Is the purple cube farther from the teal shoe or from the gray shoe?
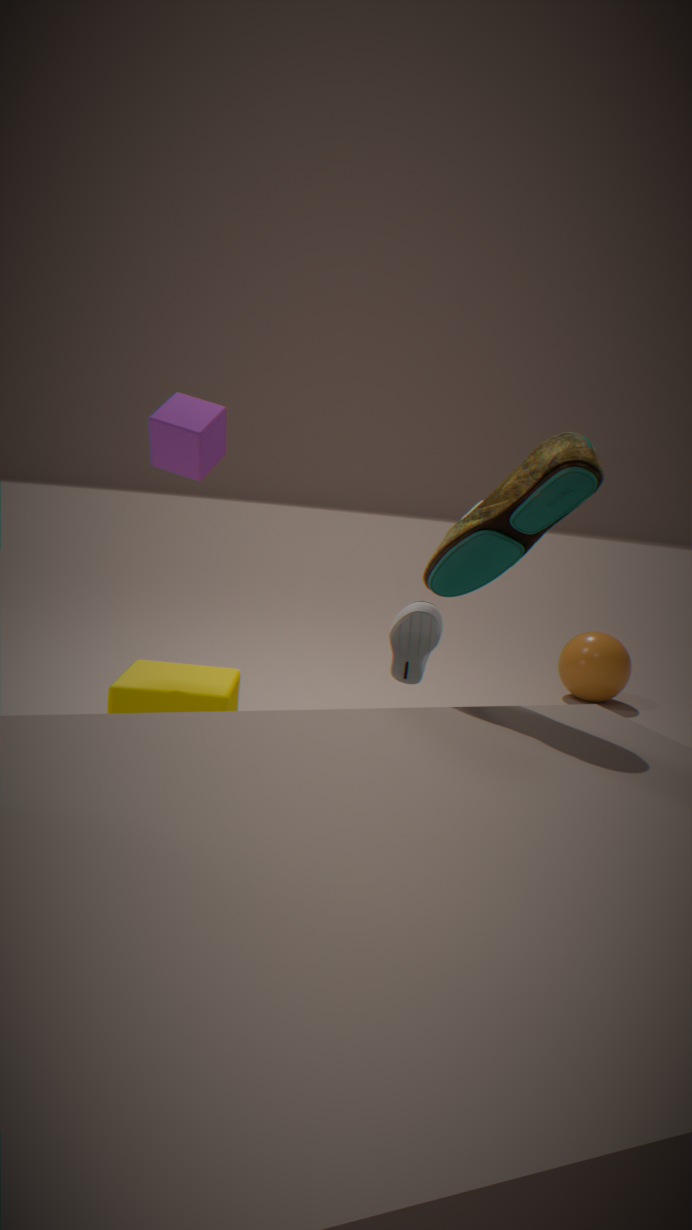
the teal shoe
